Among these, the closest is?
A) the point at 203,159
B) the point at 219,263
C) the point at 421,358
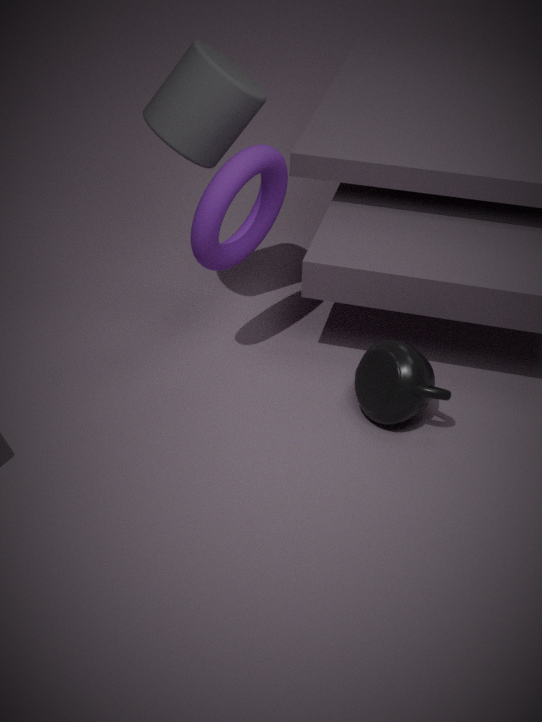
the point at 421,358
